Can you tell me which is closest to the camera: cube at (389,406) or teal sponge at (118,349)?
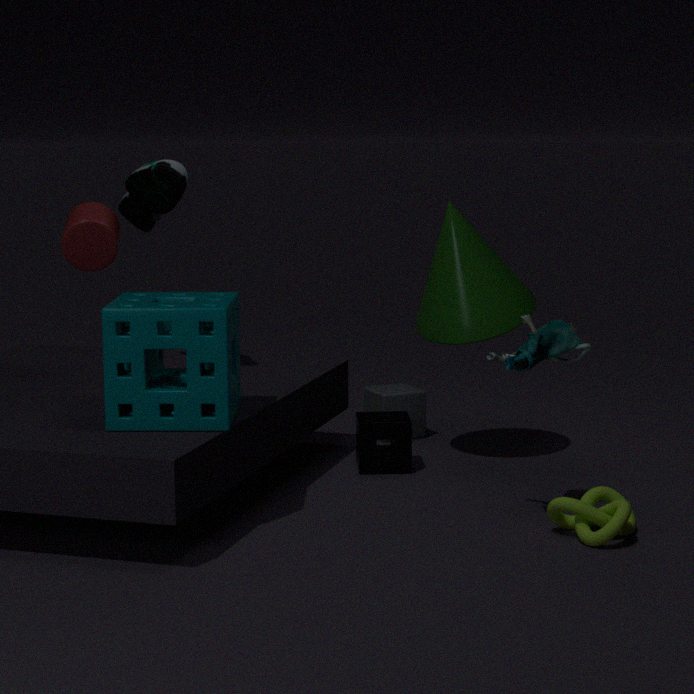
teal sponge at (118,349)
